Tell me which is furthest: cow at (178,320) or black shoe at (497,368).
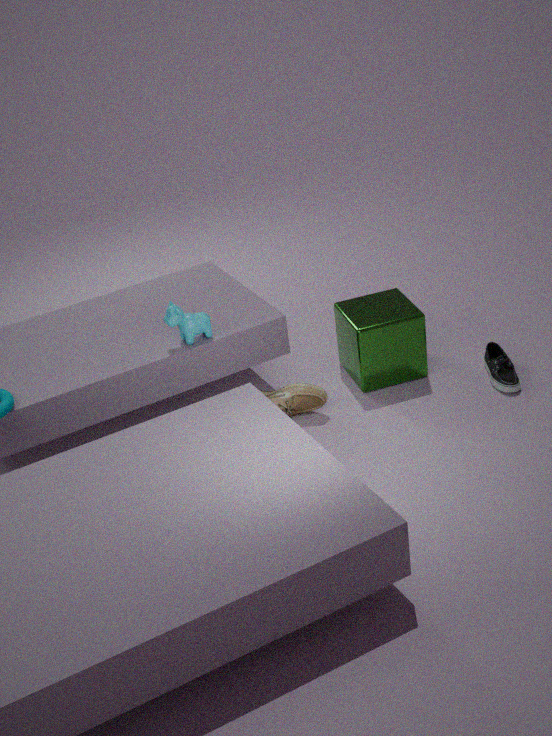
black shoe at (497,368)
